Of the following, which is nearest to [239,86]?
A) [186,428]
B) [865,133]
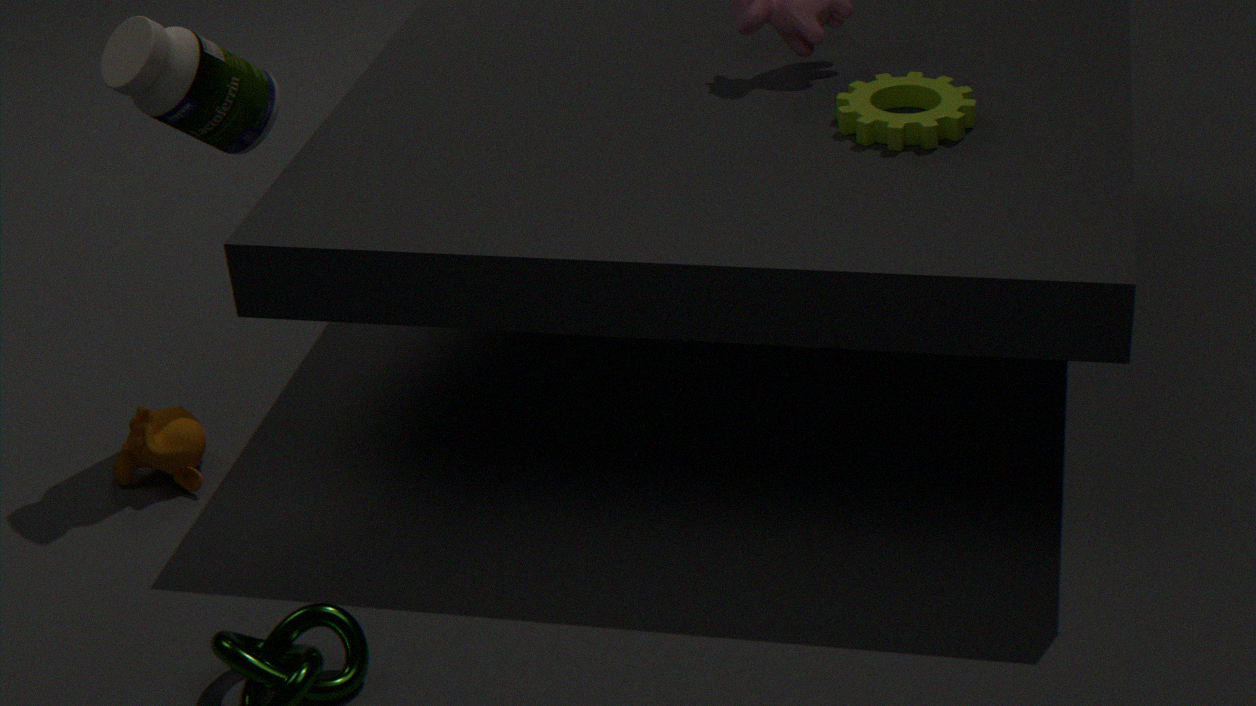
[186,428]
